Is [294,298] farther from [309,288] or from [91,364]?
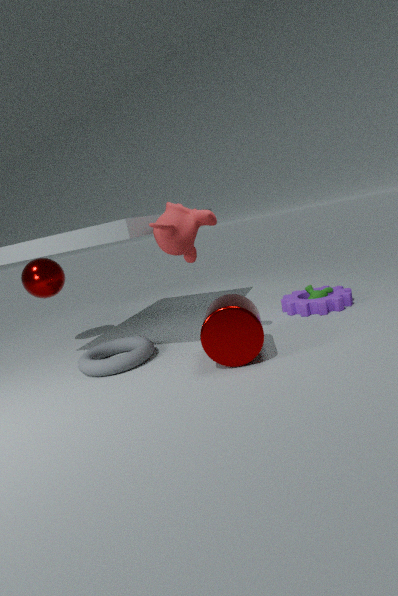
[91,364]
